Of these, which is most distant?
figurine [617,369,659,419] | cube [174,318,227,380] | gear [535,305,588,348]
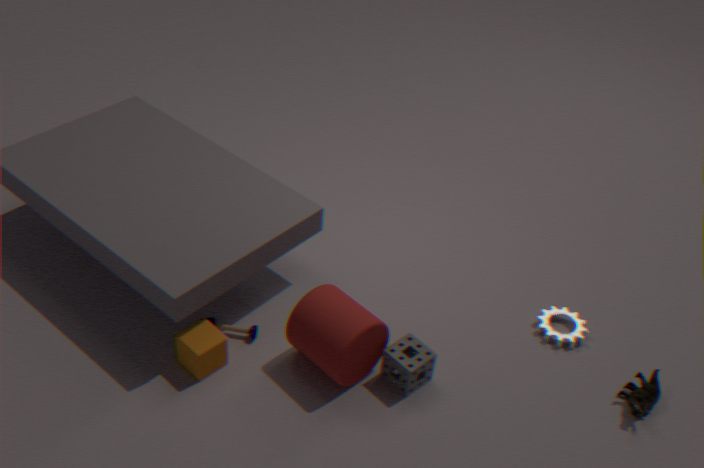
gear [535,305,588,348]
